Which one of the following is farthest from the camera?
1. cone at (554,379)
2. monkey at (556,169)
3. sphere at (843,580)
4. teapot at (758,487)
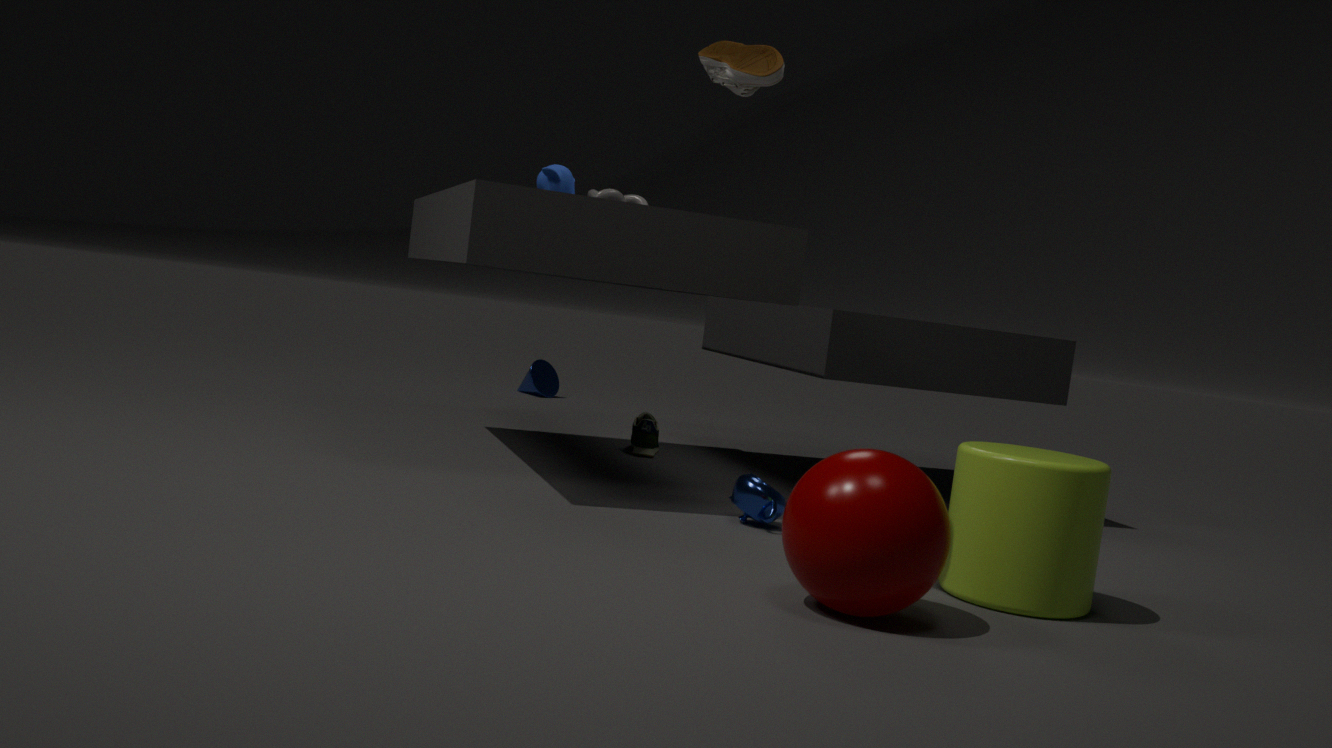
cone at (554,379)
